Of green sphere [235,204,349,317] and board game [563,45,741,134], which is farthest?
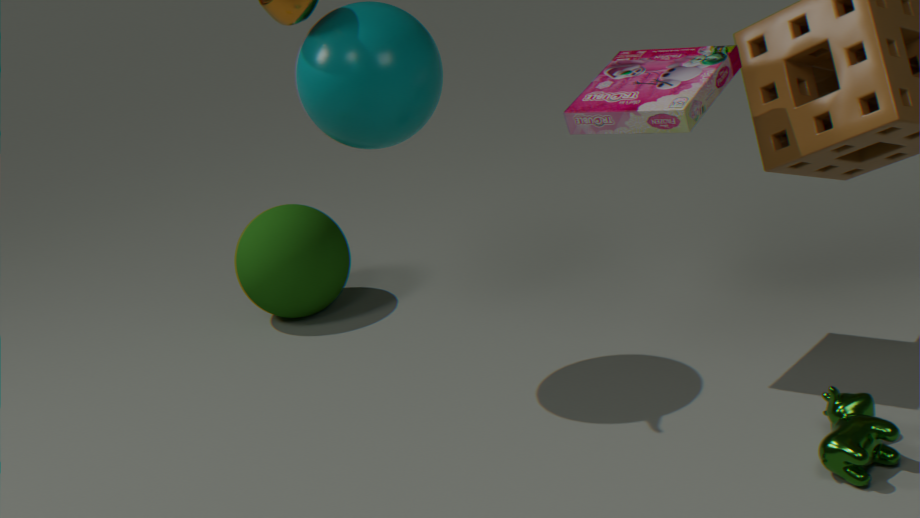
green sphere [235,204,349,317]
